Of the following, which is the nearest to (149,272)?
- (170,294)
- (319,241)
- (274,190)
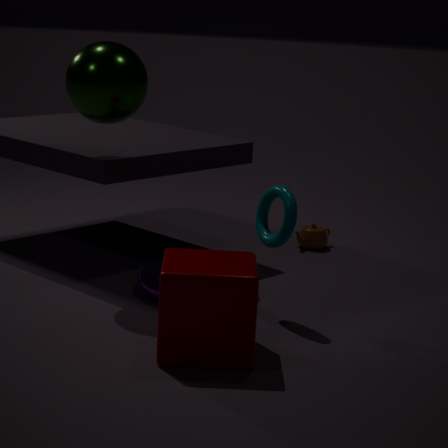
(274,190)
